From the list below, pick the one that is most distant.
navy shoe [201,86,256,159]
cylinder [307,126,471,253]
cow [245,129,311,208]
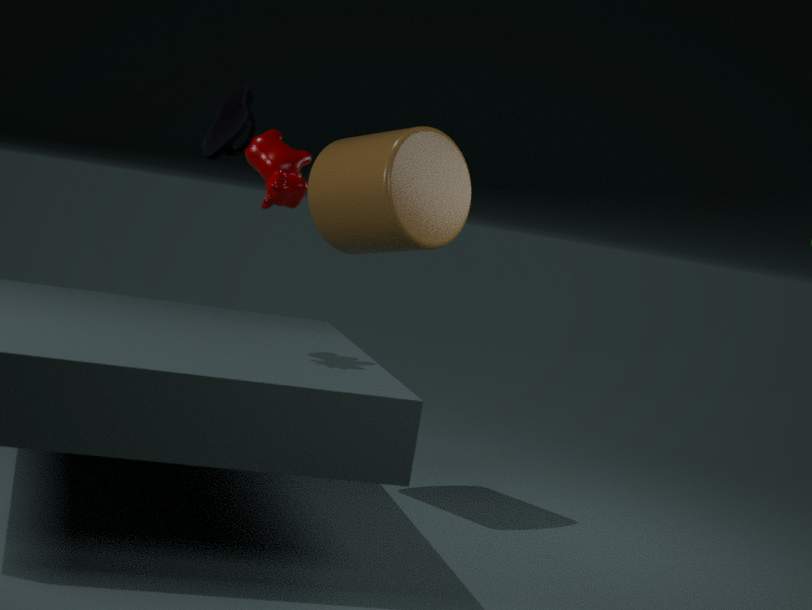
cylinder [307,126,471,253]
